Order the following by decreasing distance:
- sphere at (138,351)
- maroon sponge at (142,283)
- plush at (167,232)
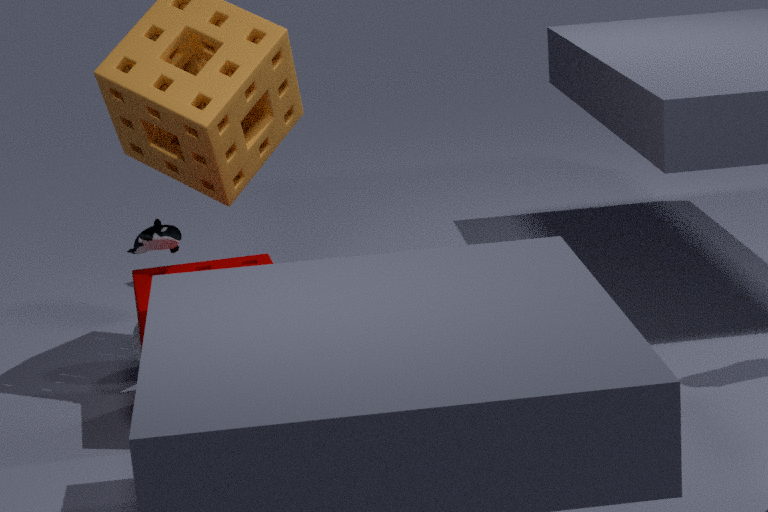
1. sphere at (138,351)
2. plush at (167,232)
3. maroon sponge at (142,283)
